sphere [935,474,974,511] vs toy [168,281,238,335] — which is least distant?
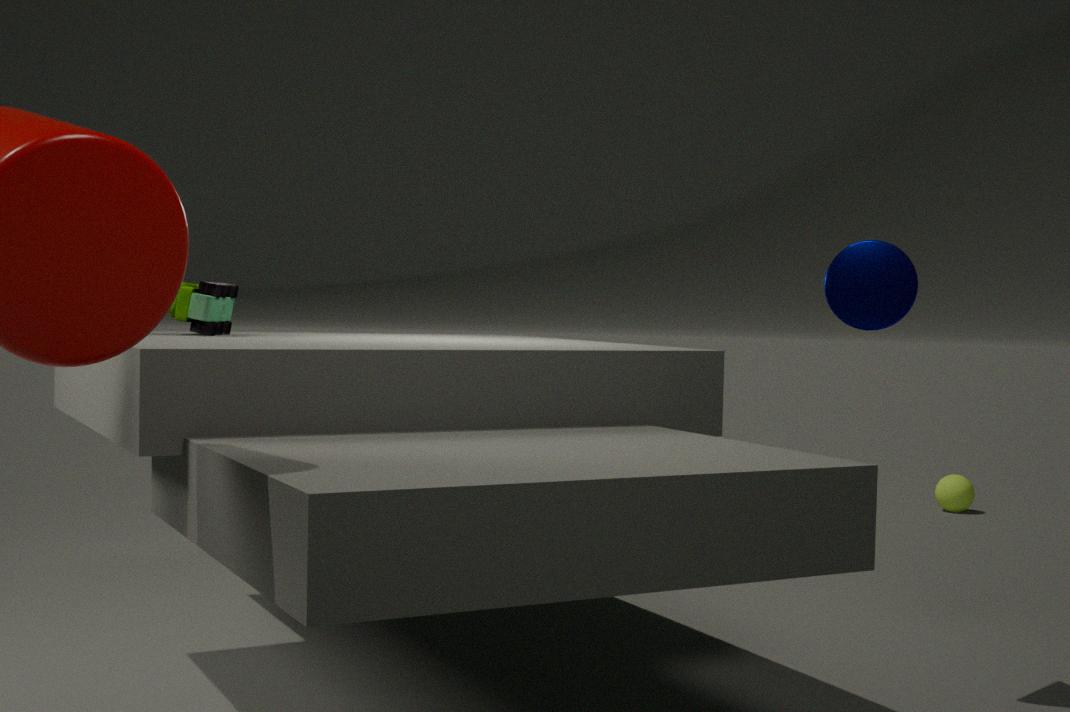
toy [168,281,238,335]
